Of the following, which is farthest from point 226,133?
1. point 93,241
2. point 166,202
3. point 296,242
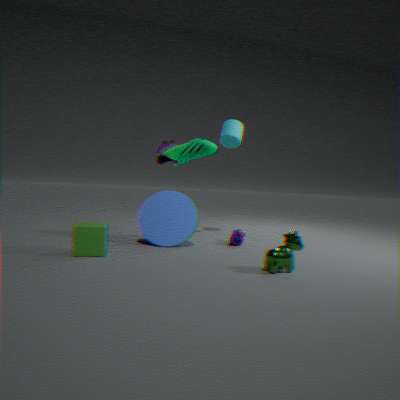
point 93,241
